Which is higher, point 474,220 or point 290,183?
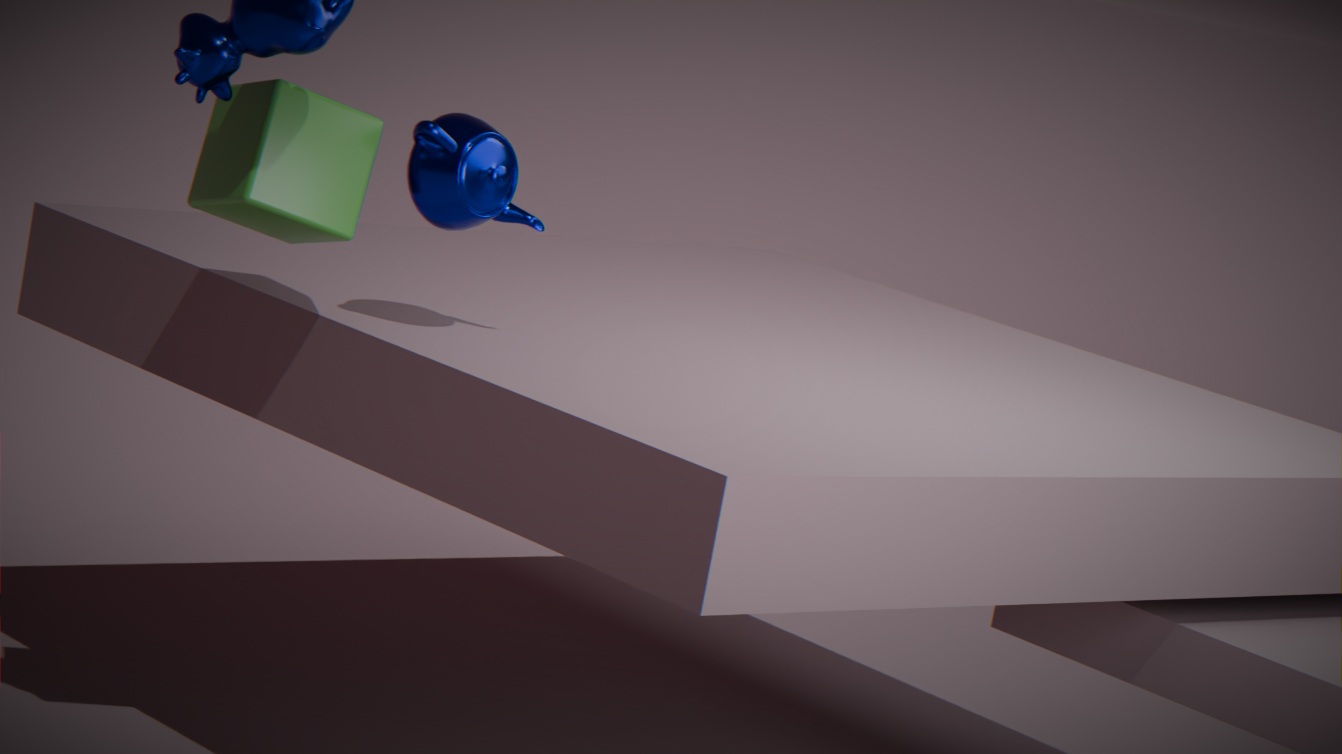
point 474,220
